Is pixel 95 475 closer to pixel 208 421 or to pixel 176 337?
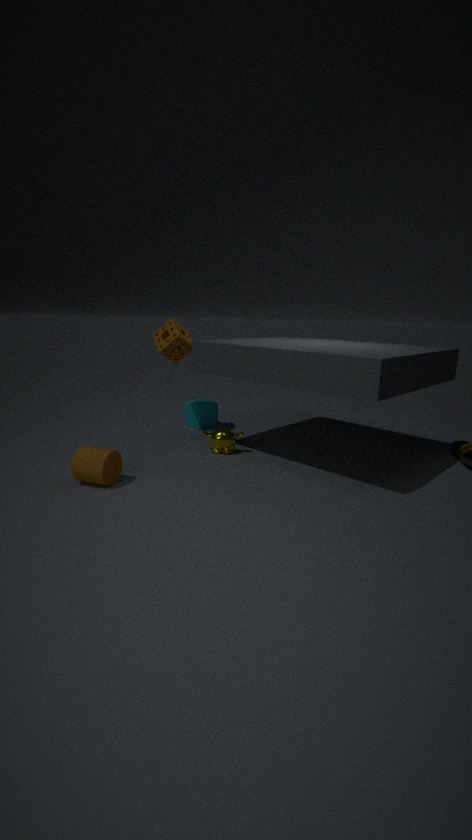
pixel 176 337
